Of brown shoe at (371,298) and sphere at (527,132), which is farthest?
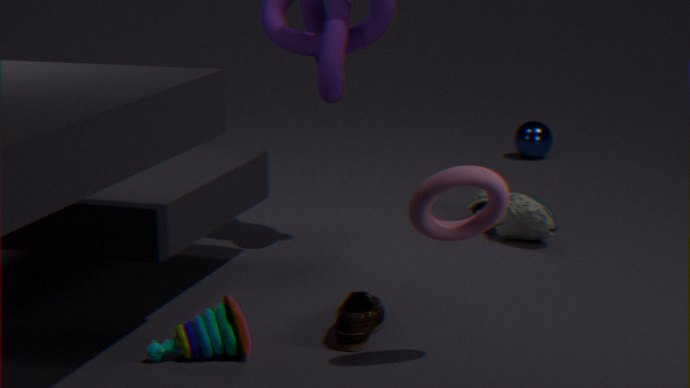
sphere at (527,132)
